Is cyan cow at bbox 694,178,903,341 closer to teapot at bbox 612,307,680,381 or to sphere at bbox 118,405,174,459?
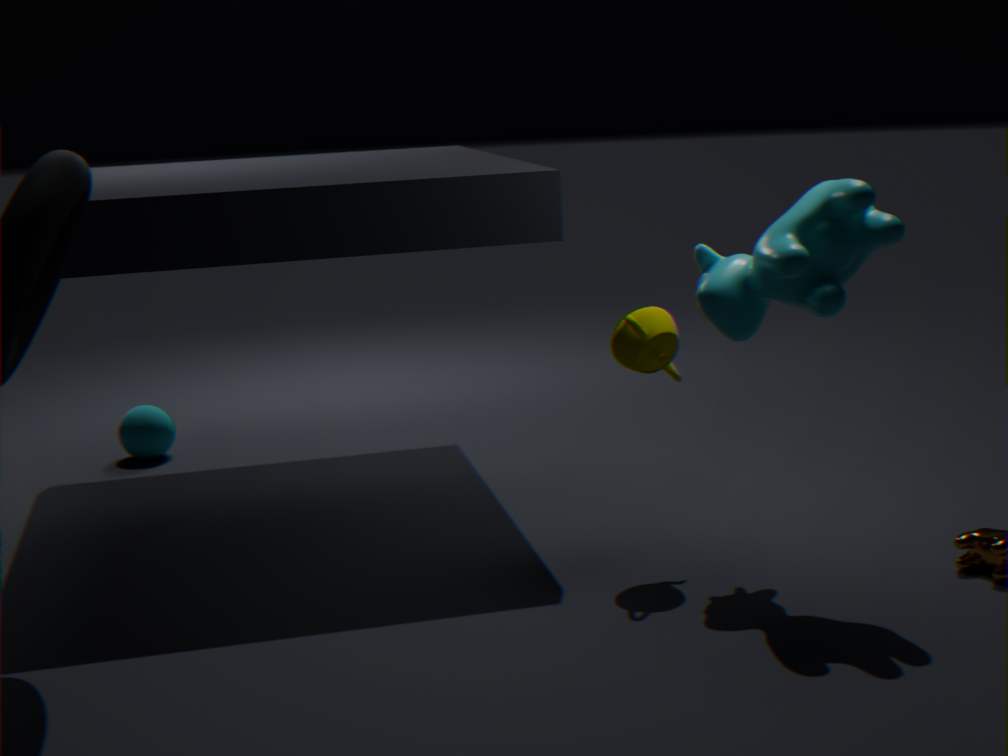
teapot at bbox 612,307,680,381
